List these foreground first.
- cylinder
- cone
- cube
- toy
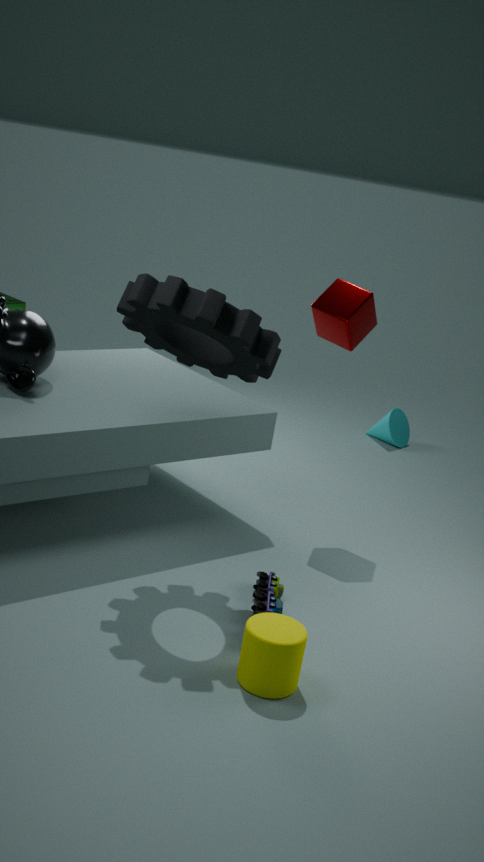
cylinder
toy
cube
cone
